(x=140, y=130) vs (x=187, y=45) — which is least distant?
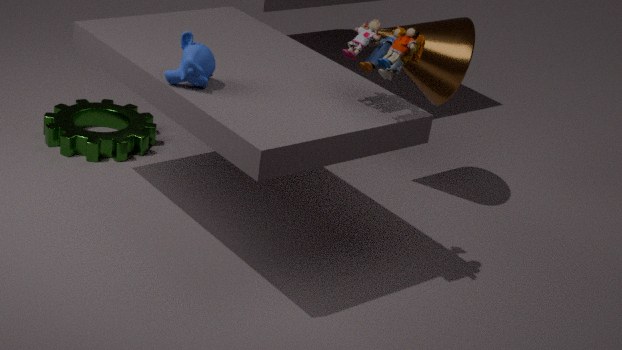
(x=187, y=45)
